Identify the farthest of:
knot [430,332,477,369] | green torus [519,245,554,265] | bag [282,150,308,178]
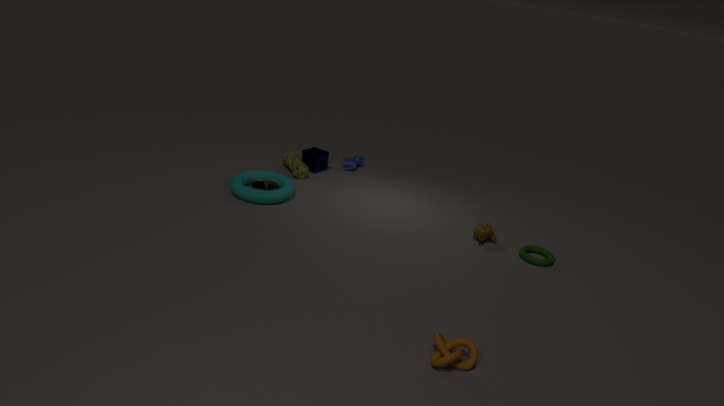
bag [282,150,308,178]
